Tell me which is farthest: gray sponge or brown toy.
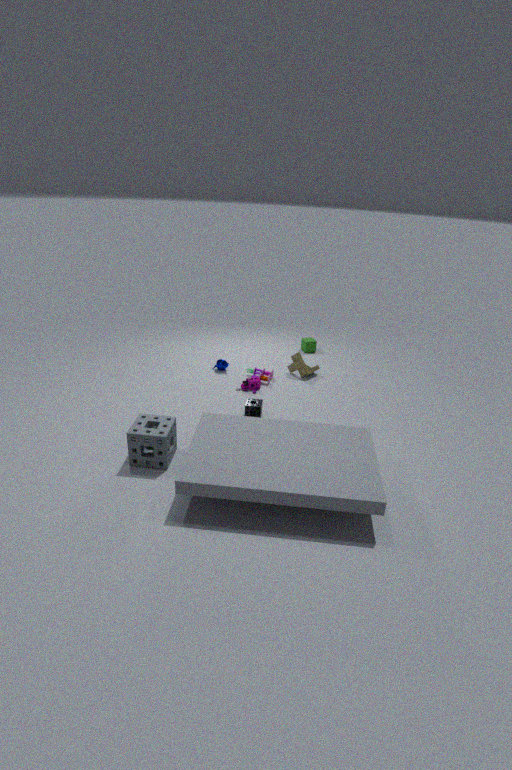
brown toy
